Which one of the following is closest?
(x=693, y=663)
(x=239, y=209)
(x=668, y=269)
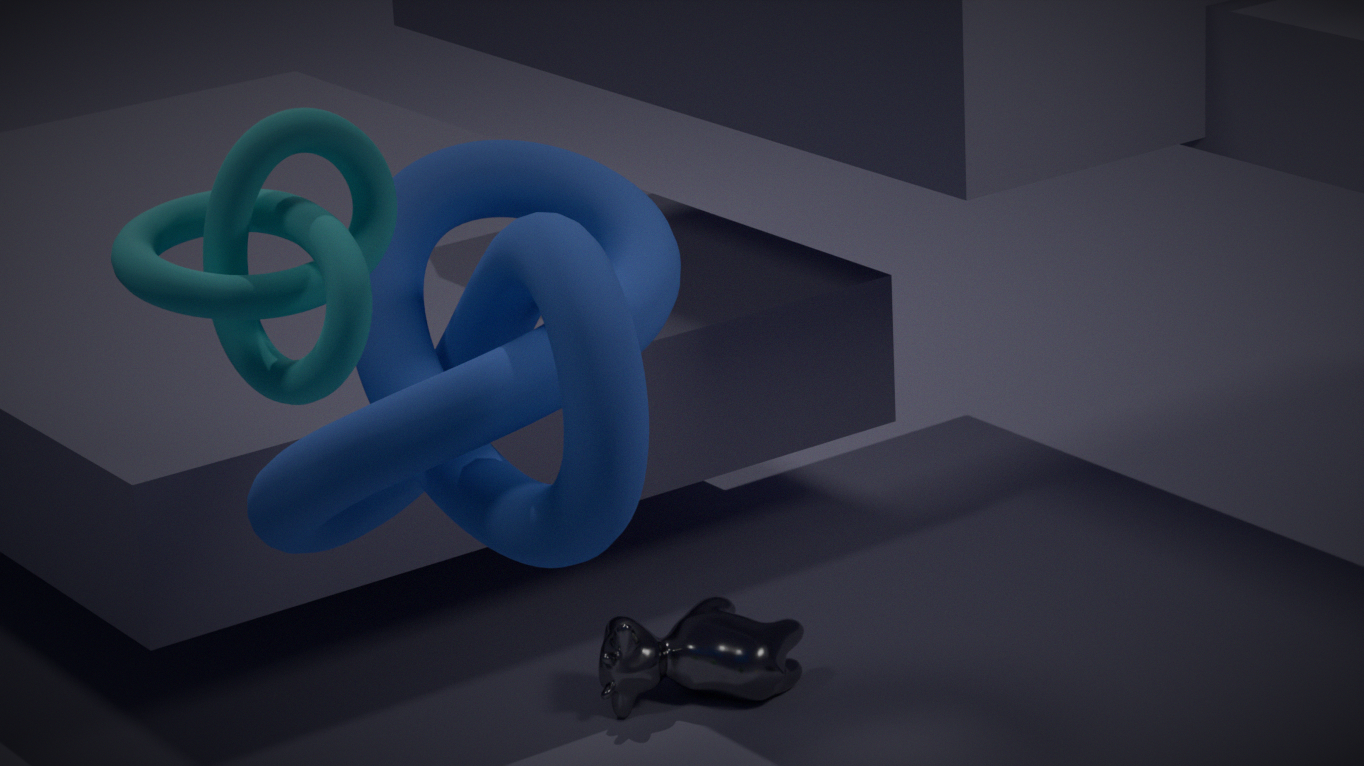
(x=239, y=209)
